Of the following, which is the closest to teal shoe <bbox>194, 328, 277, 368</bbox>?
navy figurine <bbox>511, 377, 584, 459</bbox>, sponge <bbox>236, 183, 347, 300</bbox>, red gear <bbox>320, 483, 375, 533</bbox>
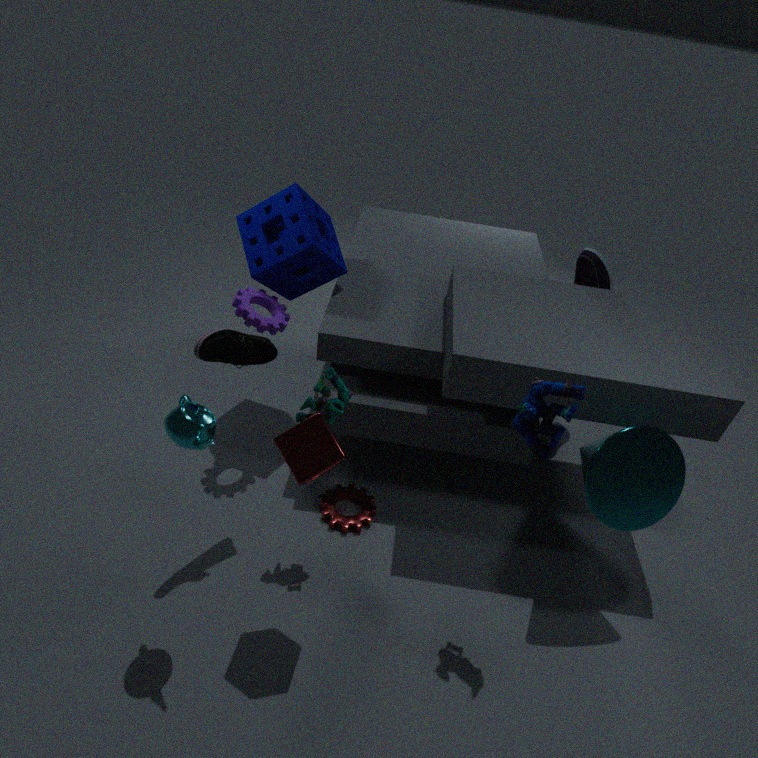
sponge <bbox>236, 183, 347, 300</bbox>
